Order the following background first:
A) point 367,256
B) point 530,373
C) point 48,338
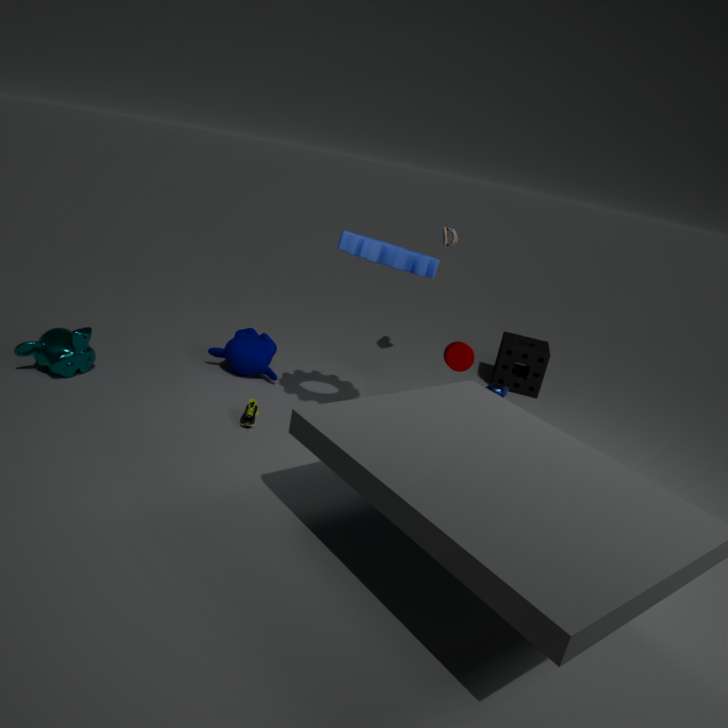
1. point 530,373
2. point 48,338
3. point 367,256
